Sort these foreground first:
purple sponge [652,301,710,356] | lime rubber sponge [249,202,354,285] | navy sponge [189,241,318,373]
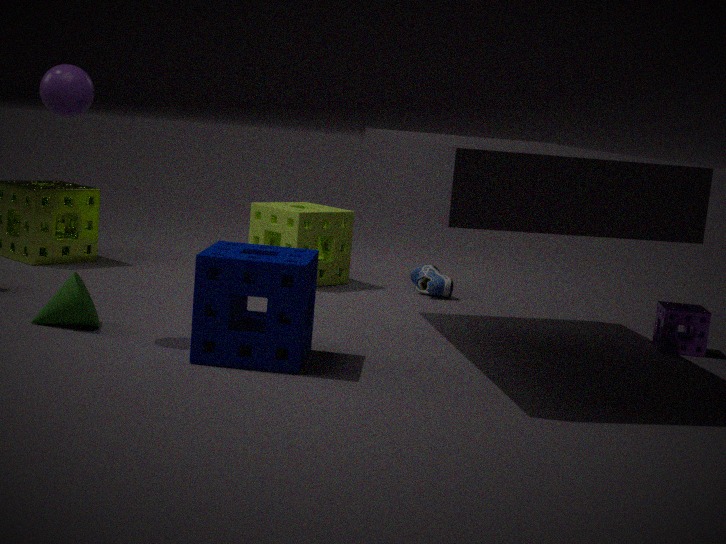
1. navy sponge [189,241,318,373]
2. purple sponge [652,301,710,356]
3. lime rubber sponge [249,202,354,285]
